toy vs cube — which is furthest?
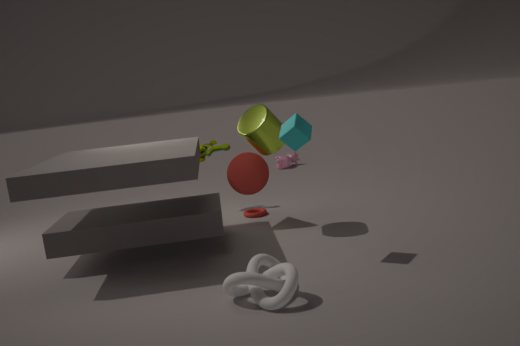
toy
